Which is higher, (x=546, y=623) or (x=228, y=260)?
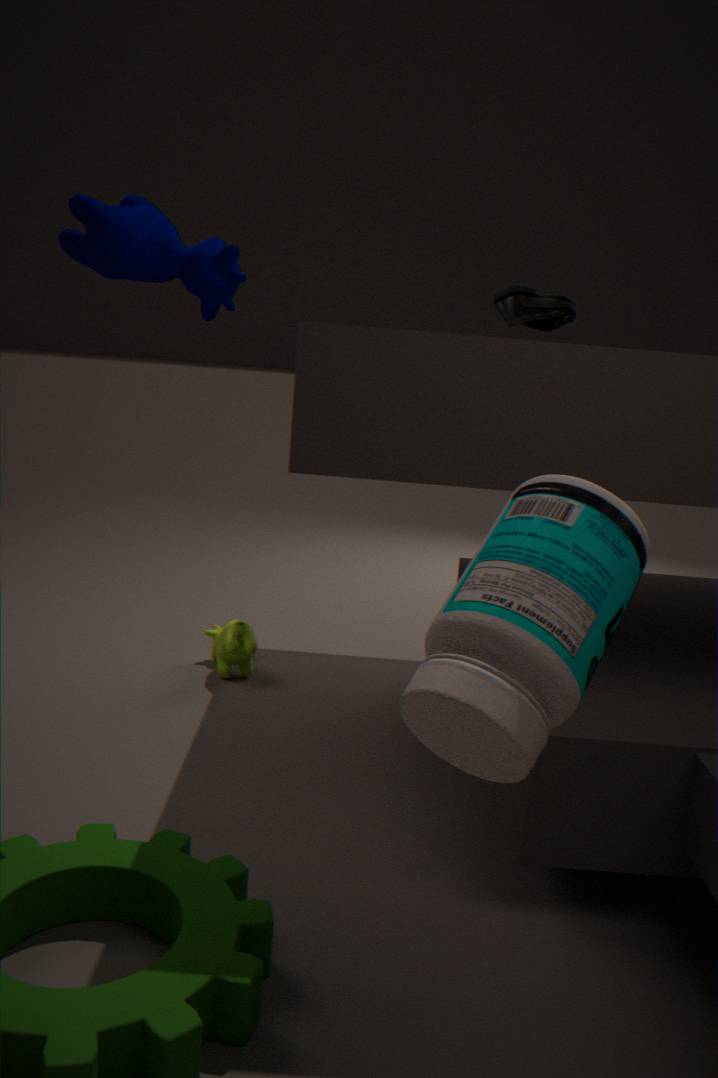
(x=228, y=260)
